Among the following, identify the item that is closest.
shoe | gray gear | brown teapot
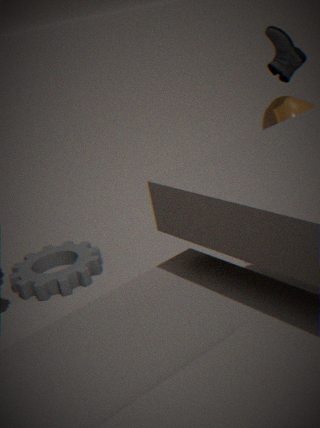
shoe
